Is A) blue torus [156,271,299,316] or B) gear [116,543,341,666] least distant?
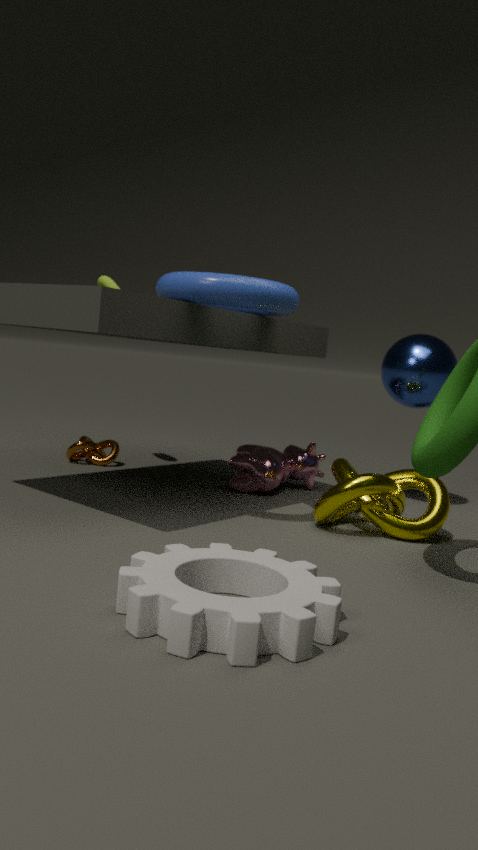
B. gear [116,543,341,666]
